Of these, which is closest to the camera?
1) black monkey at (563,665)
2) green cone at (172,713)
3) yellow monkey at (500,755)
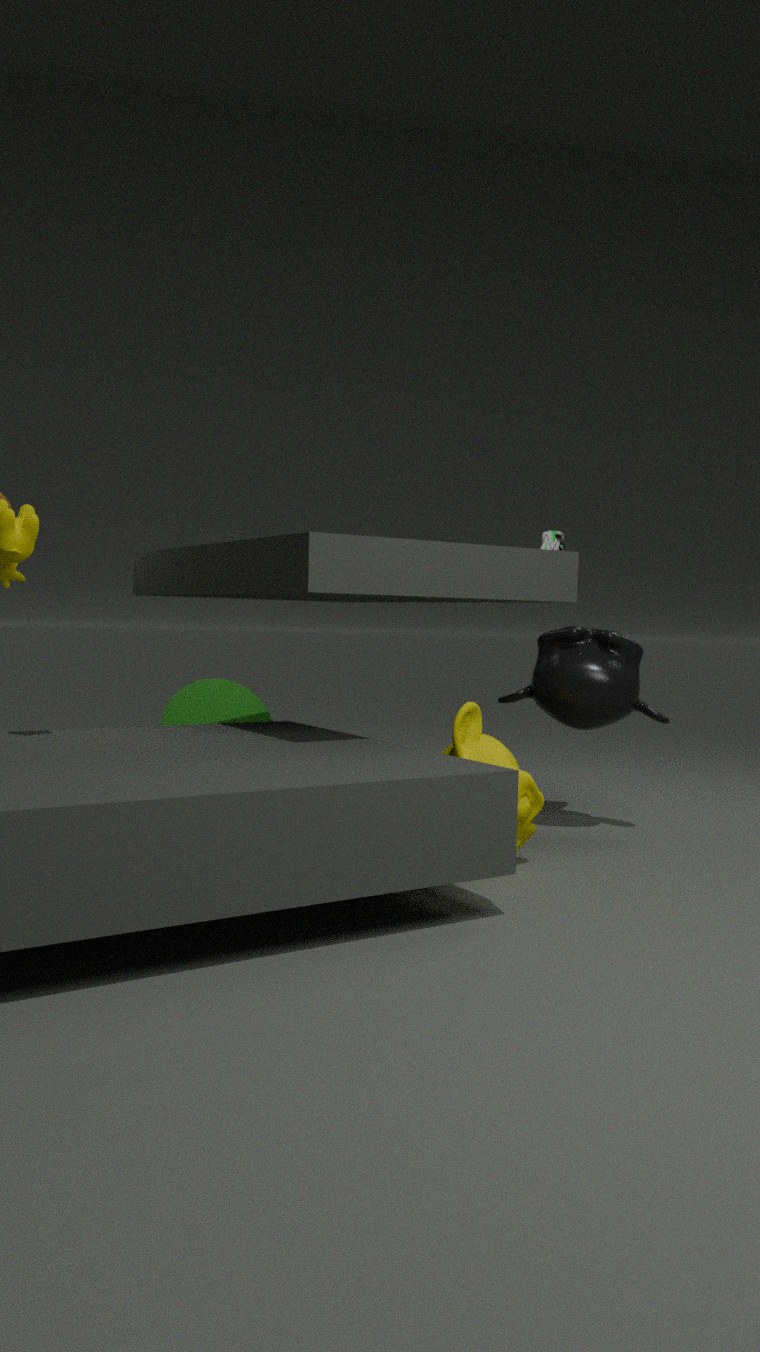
3. yellow monkey at (500,755)
